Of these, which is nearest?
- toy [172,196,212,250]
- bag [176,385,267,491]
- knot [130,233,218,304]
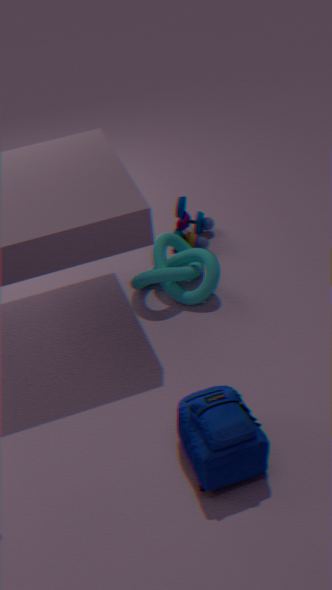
bag [176,385,267,491]
